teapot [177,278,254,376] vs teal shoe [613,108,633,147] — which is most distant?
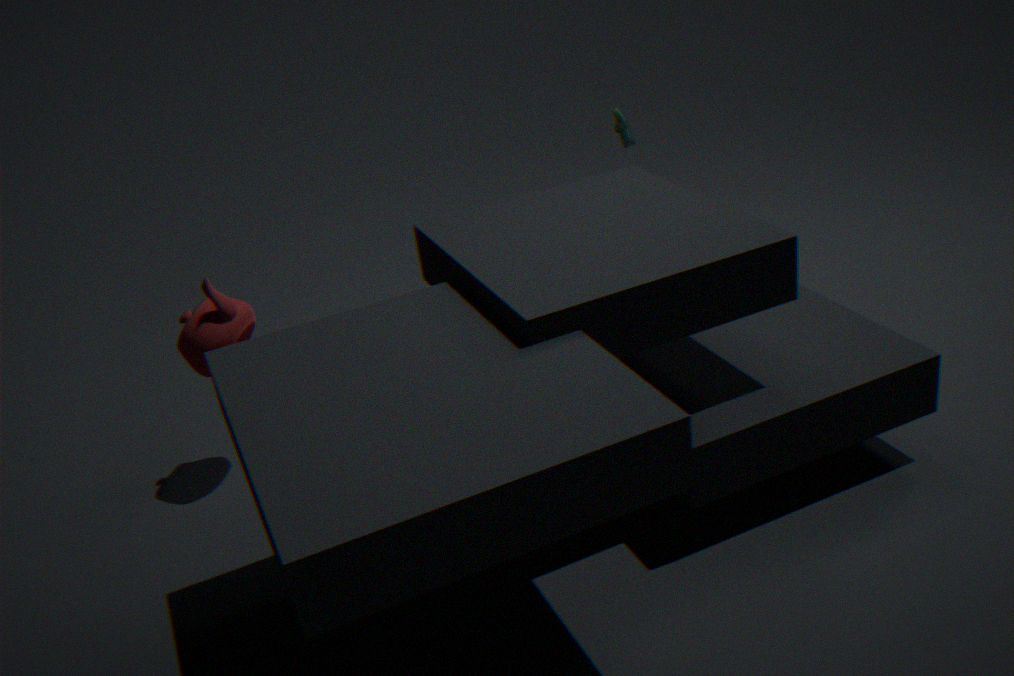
teal shoe [613,108,633,147]
